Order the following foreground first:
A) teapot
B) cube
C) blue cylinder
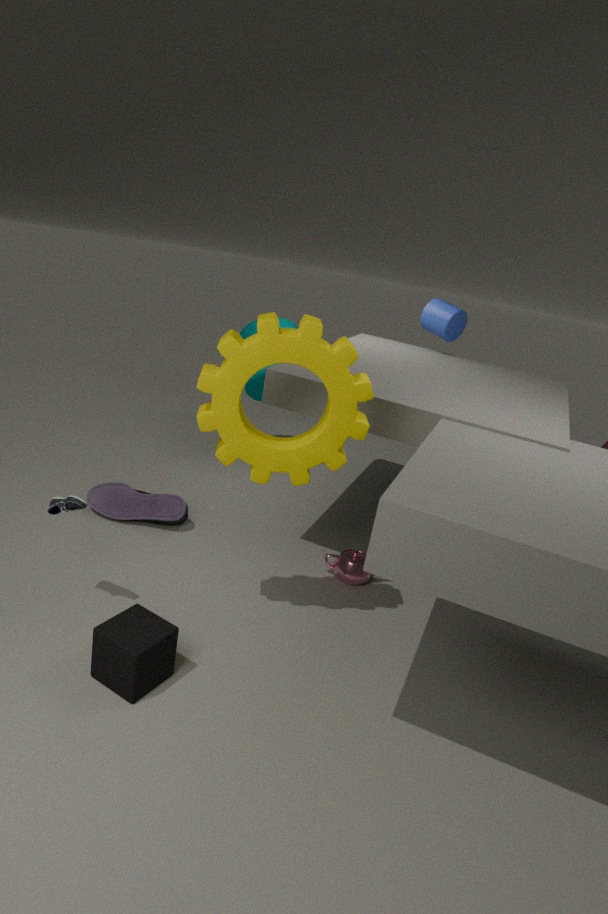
1. cube
2. teapot
3. blue cylinder
